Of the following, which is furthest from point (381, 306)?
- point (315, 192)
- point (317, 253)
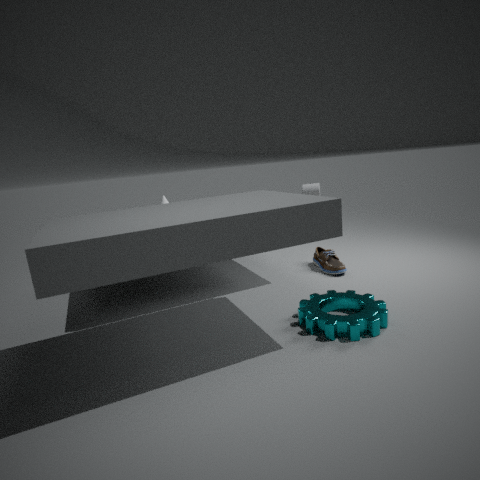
point (315, 192)
